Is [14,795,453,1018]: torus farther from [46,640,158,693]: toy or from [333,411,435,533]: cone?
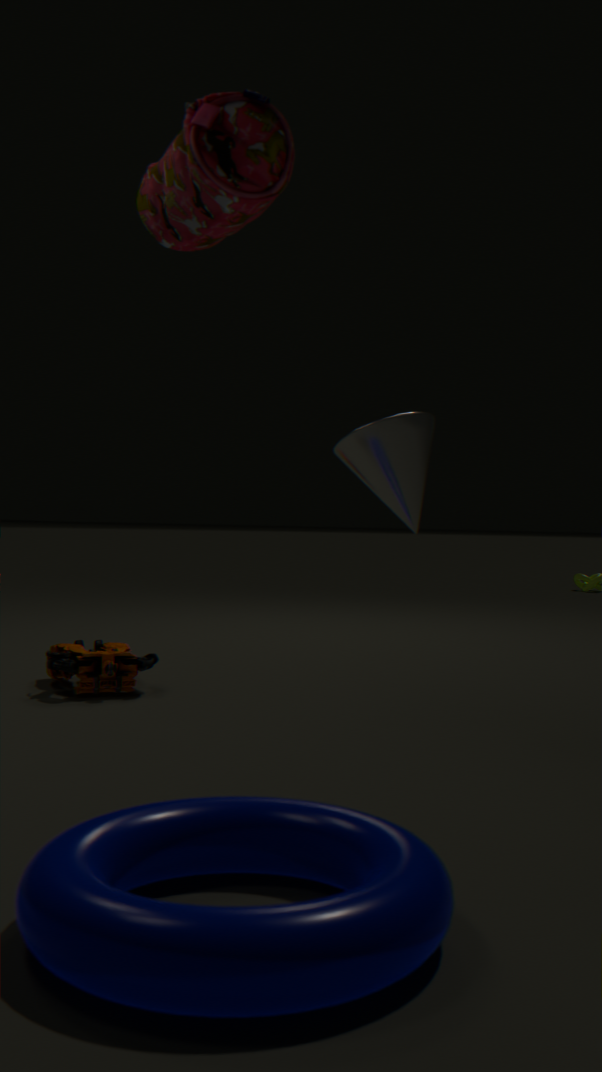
[46,640,158,693]: toy
